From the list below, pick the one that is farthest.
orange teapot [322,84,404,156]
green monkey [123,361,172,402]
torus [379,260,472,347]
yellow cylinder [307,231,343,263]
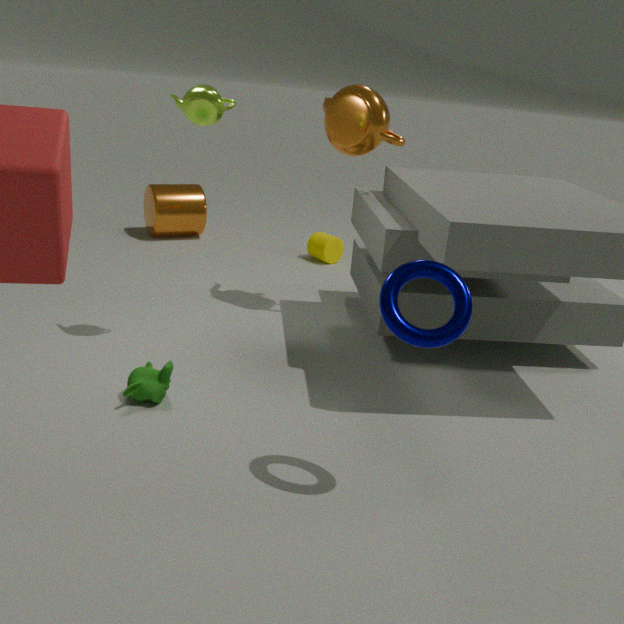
yellow cylinder [307,231,343,263]
